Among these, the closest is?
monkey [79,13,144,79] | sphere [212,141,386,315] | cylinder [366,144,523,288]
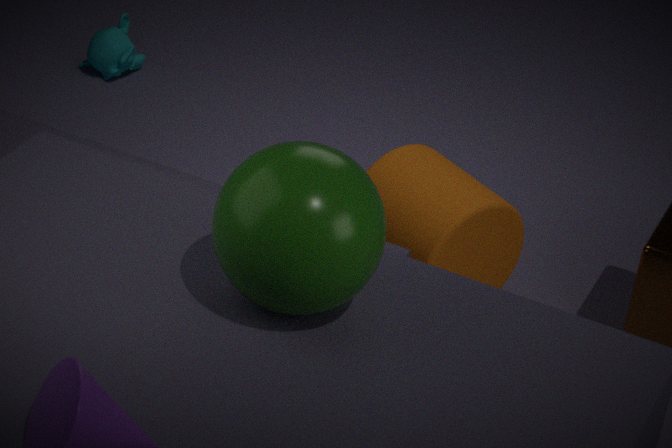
sphere [212,141,386,315]
